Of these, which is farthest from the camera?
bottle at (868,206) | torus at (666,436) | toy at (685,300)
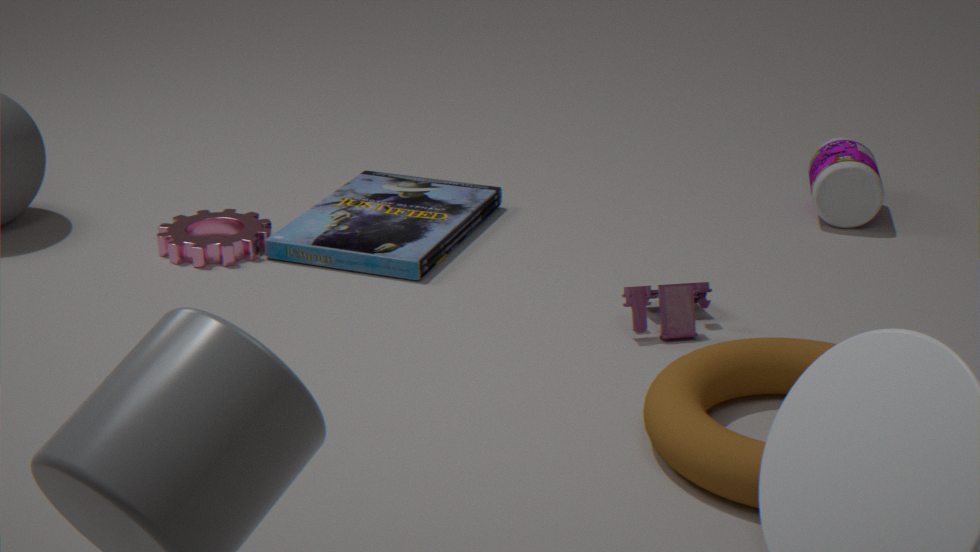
bottle at (868,206)
